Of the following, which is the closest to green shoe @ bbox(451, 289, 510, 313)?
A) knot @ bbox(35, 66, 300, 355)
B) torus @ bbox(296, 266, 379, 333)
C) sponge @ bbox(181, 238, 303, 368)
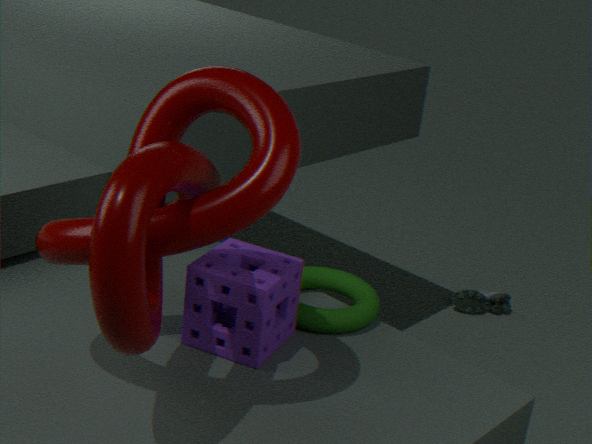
torus @ bbox(296, 266, 379, 333)
